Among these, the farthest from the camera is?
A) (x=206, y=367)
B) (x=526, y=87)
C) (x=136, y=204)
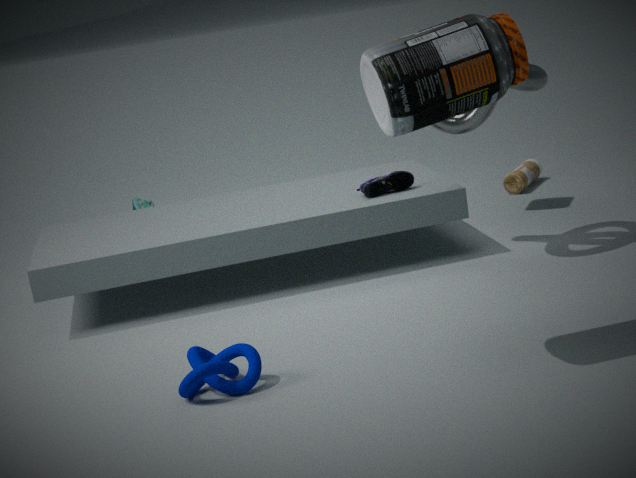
(x=136, y=204)
